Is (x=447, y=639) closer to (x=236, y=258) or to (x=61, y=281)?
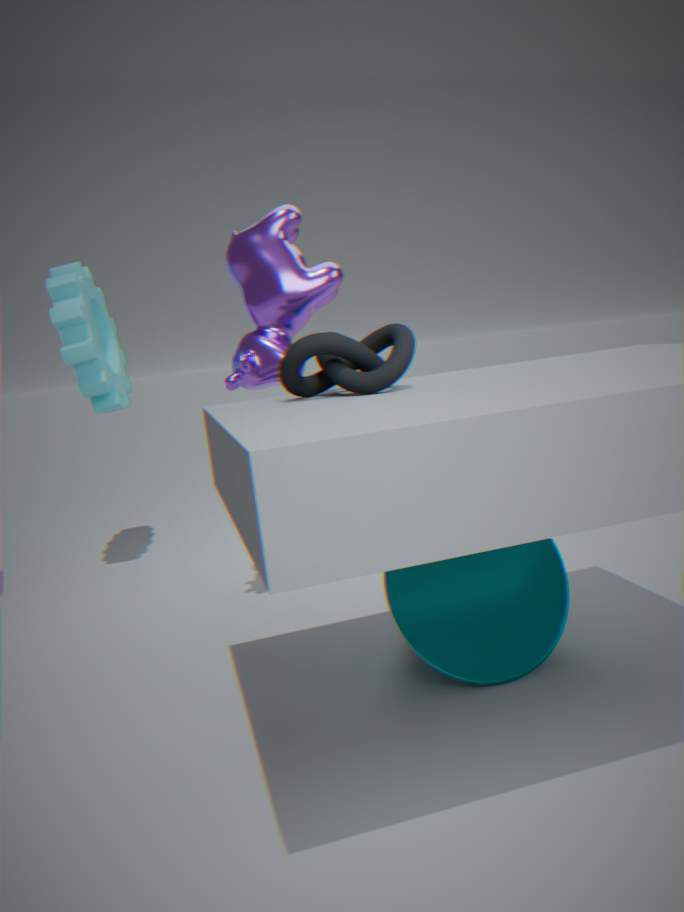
(x=236, y=258)
